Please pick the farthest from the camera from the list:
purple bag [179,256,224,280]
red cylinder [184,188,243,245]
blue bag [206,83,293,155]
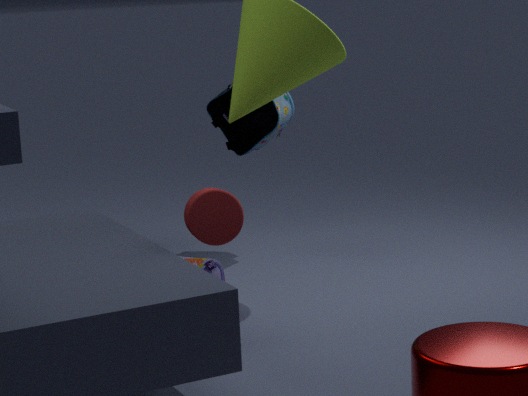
blue bag [206,83,293,155]
